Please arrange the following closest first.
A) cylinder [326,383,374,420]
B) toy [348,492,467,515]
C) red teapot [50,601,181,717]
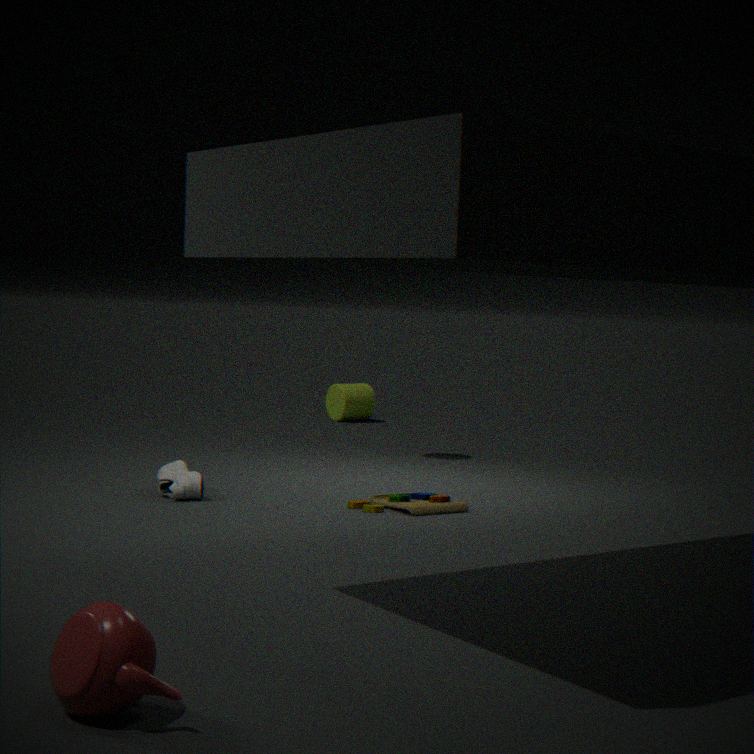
red teapot [50,601,181,717]
toy [348,492,467,515]
cylinder [326,383,374,420]
